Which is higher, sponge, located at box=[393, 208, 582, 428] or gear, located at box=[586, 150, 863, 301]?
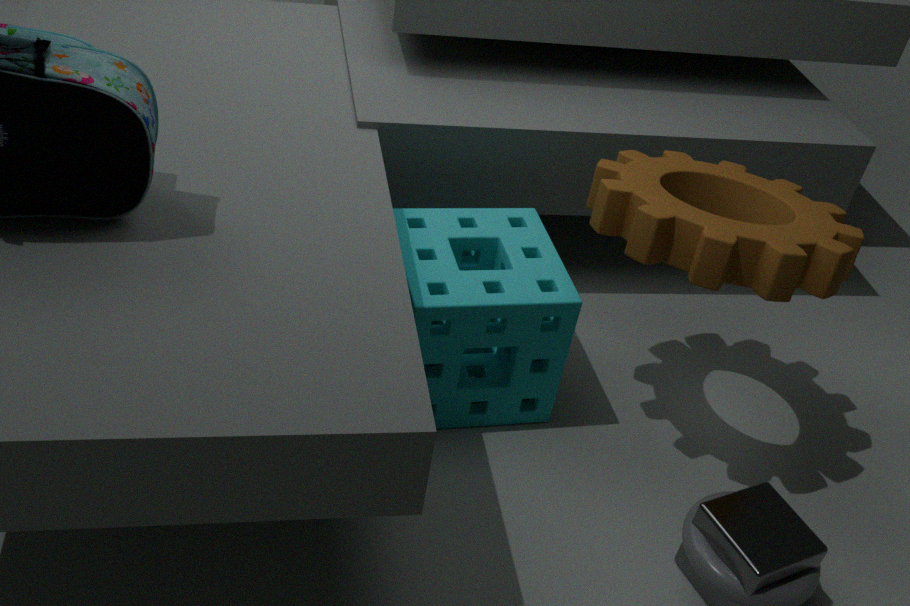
gear, located at box=[586, 150, 863, 301]
